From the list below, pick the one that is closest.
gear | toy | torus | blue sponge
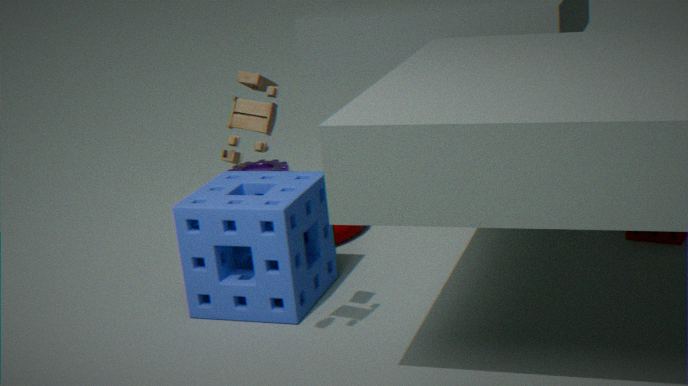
toy
